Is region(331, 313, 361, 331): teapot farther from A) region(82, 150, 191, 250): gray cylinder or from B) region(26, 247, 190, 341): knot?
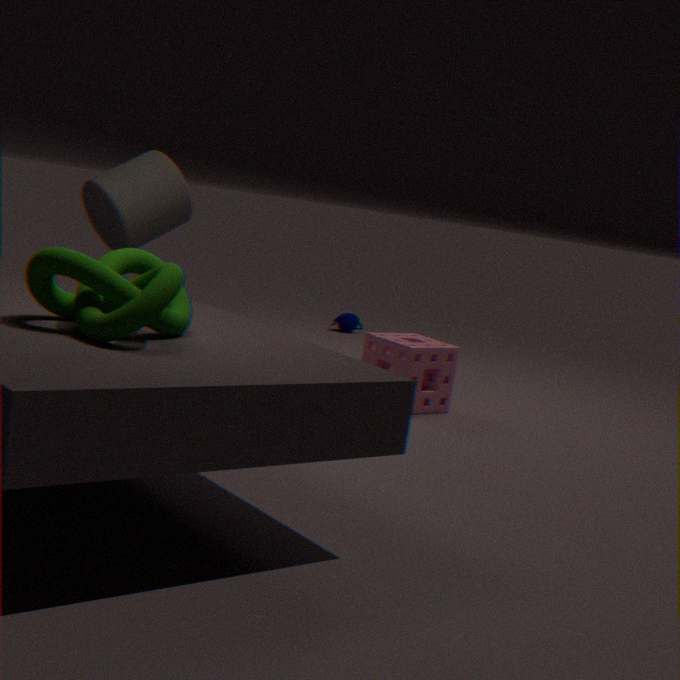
B) region(26, 247, 190, 341): knot
